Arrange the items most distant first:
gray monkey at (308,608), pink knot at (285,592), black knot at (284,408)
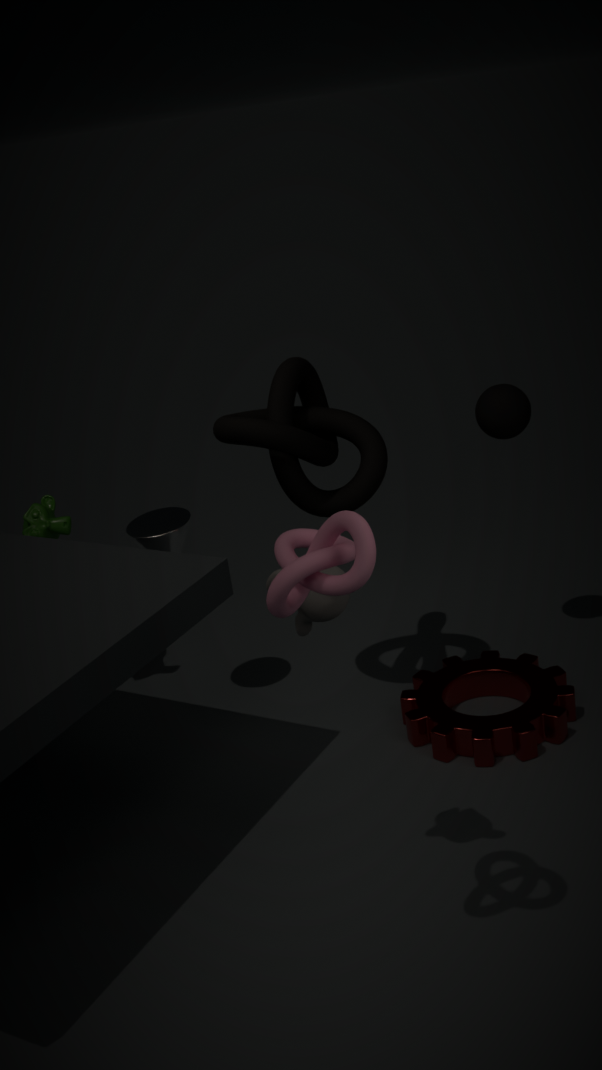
black knot at (284,408) → gray monkey at (308,608) → pink knot at (285,592)
